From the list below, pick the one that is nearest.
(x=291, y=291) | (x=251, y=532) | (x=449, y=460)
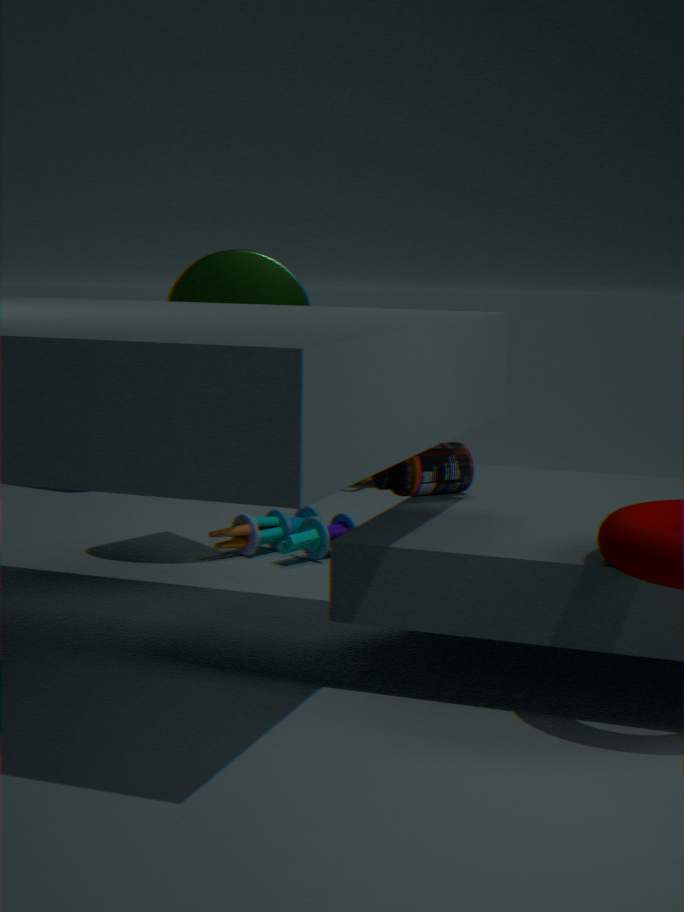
(x=449, y=460)
